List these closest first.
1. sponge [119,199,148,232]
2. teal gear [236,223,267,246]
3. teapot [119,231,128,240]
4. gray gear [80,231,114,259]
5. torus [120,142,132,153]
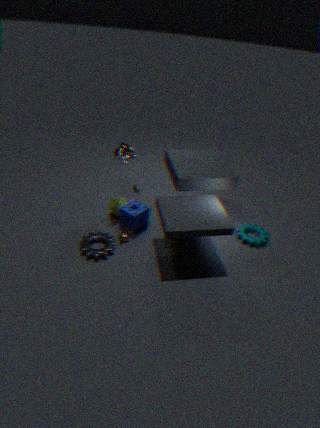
gray gear [80,231,114,259] < teapot [119,231,128,240] < sponge [119,199,148,232] < torus [120,142,132,153] < teal gear [236,223,267,246]
